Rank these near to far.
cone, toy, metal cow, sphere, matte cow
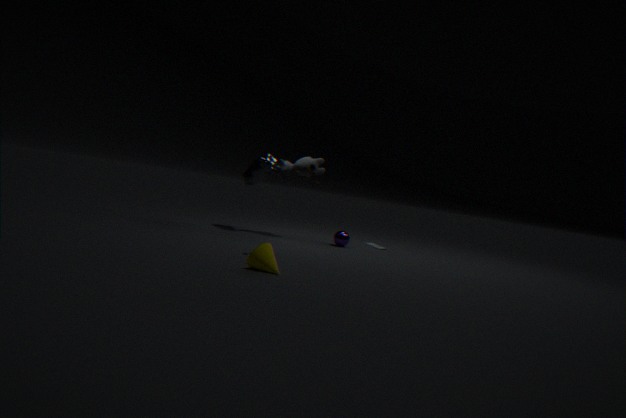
cone, toy, metal cow, matte cow, sphere
